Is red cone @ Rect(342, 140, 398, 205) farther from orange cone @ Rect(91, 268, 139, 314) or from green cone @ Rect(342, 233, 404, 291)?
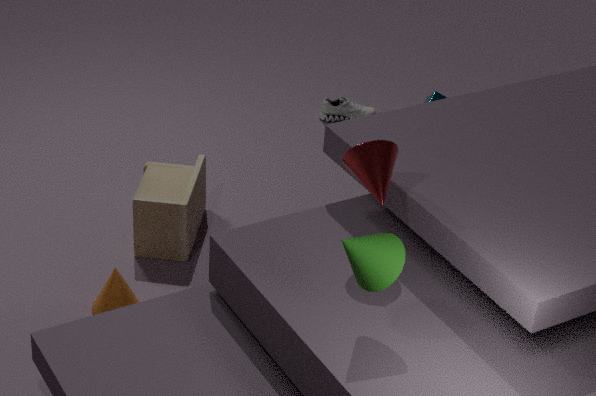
orange cone @ Rect(91, 268, 139, 314)
